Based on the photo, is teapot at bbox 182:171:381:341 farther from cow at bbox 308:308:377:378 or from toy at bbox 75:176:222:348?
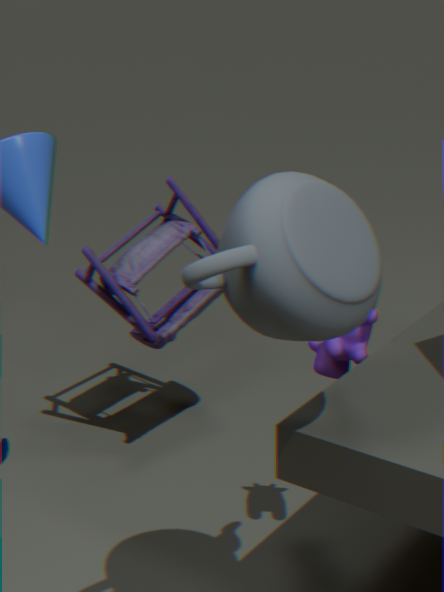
toy at bbox 75:176:222:348
